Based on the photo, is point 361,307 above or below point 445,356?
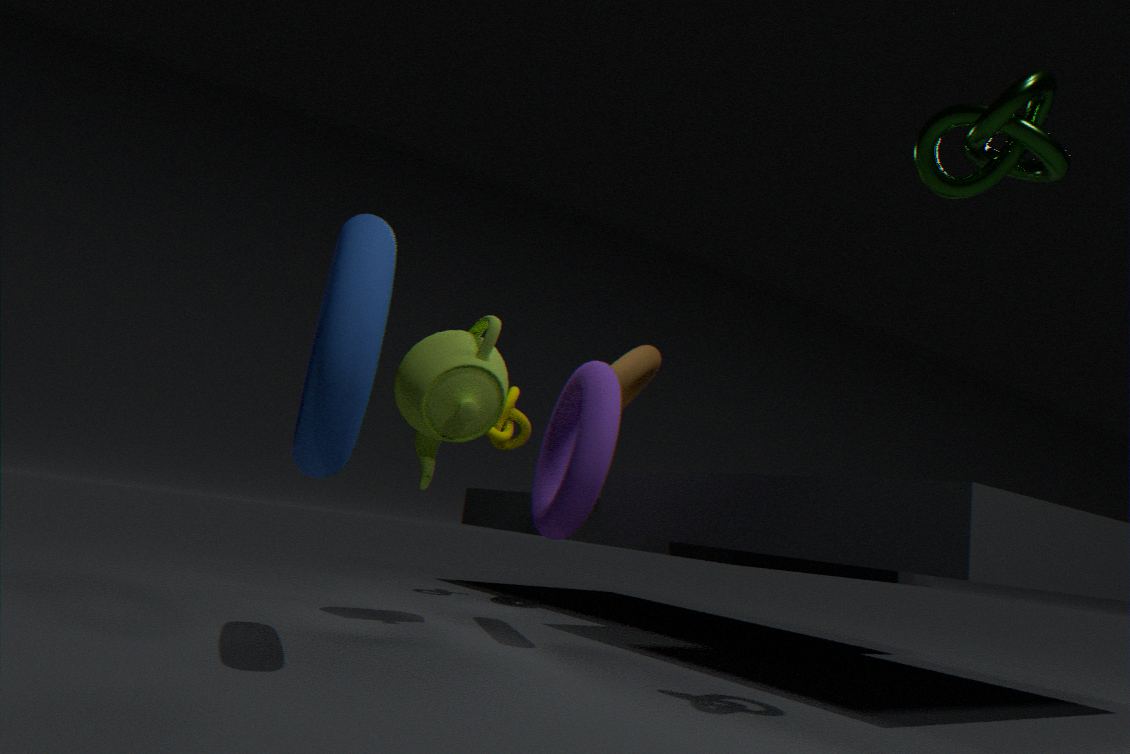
below
